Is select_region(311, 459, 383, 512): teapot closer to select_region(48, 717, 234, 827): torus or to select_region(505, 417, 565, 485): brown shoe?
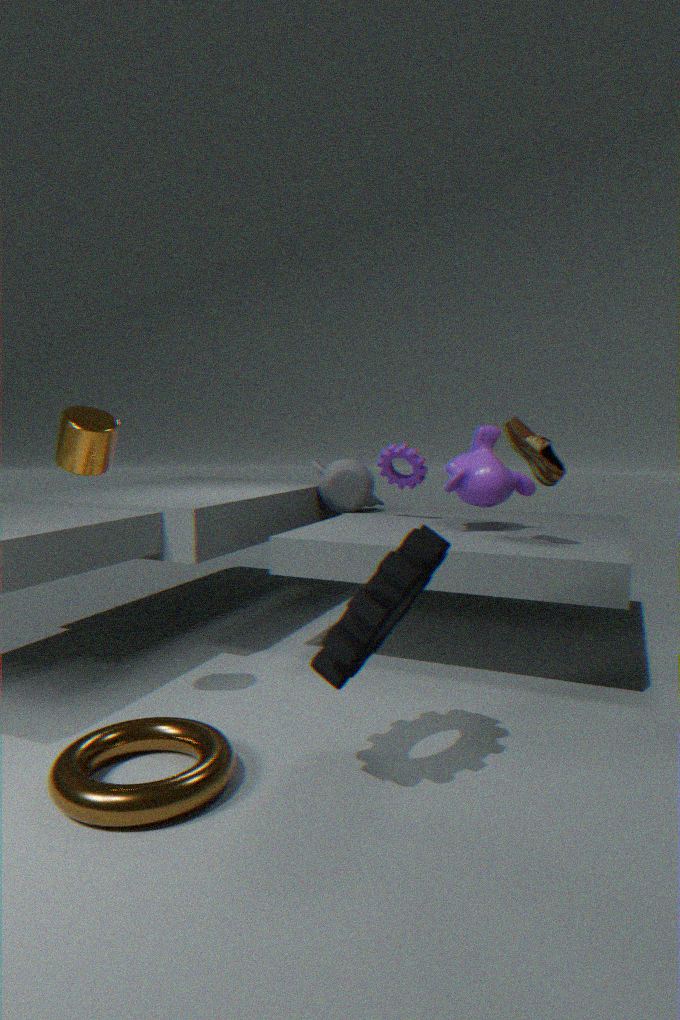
select_region(505, 417, 565, 485): brown shoe
